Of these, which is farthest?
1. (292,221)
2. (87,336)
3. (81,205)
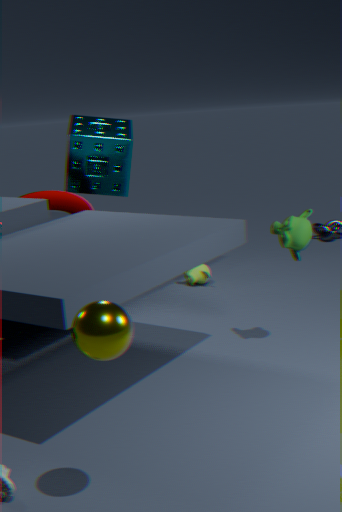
(81,205)
